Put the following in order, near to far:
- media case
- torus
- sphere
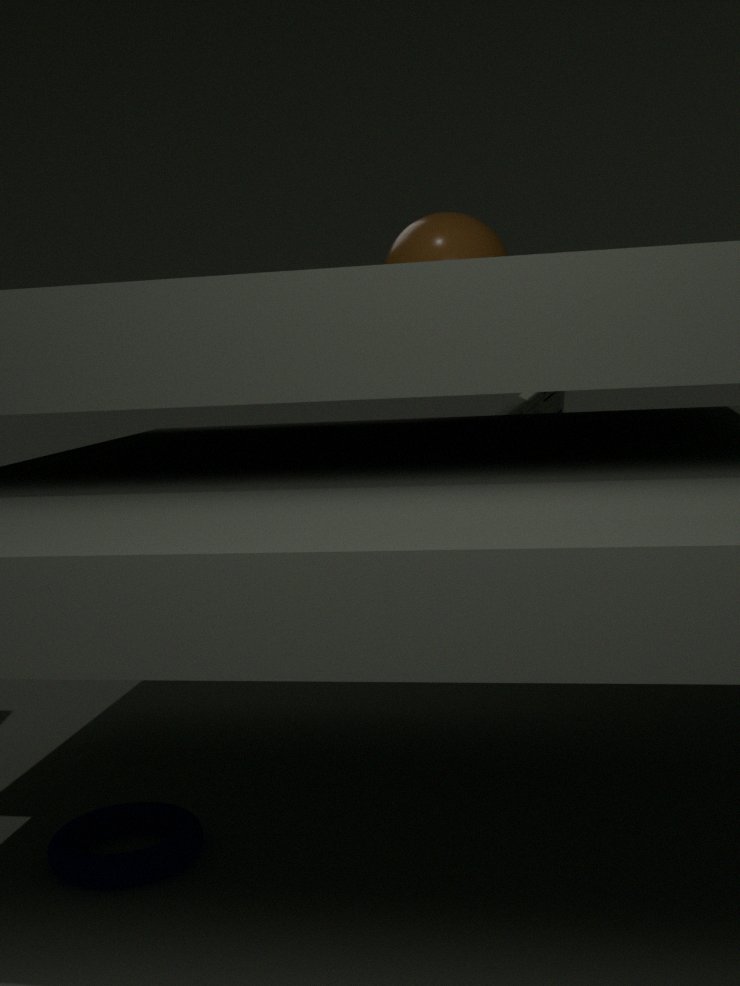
1. torus
2. sphere
3. media case
